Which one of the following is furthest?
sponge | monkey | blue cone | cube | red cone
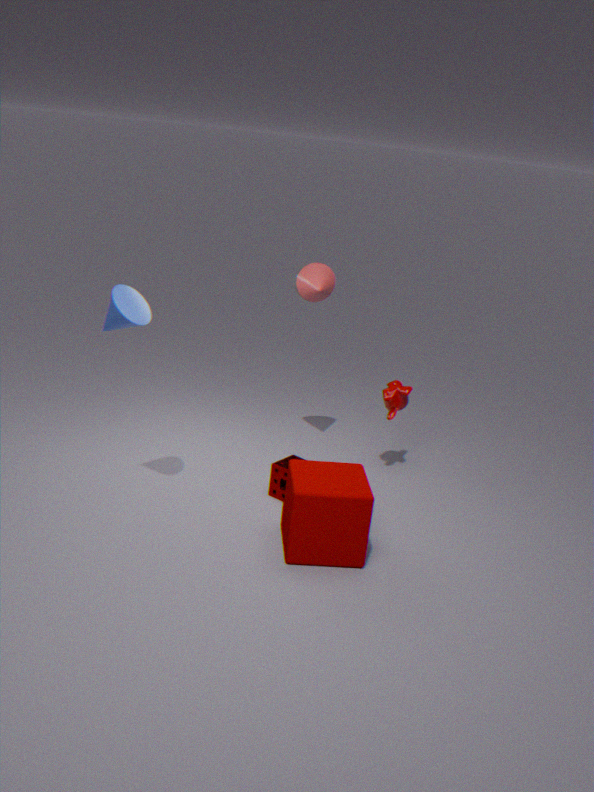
monkey
